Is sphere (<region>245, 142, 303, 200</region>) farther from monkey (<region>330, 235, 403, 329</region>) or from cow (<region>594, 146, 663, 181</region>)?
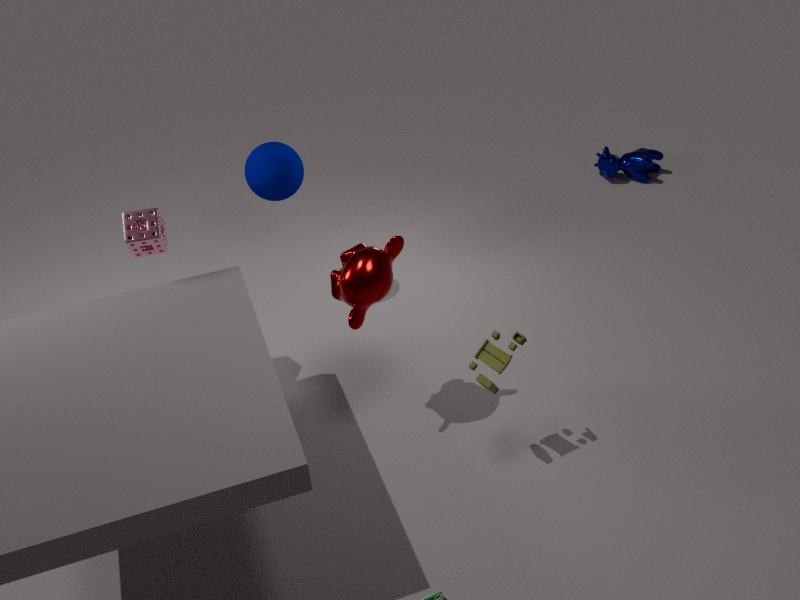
cow (<region>594, 146, 663, 181</region>)
